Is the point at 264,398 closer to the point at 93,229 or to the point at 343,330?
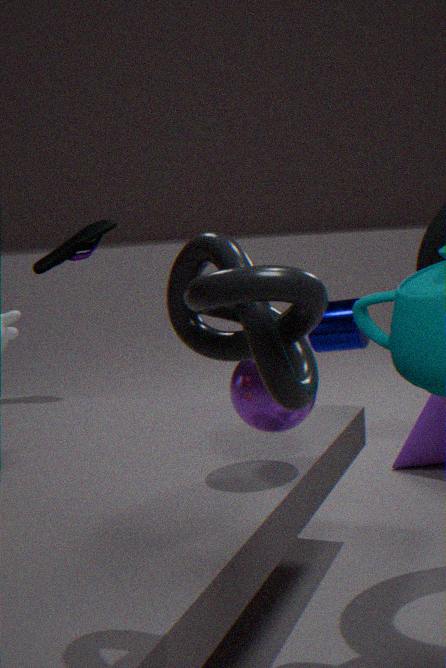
the point at 93,229
